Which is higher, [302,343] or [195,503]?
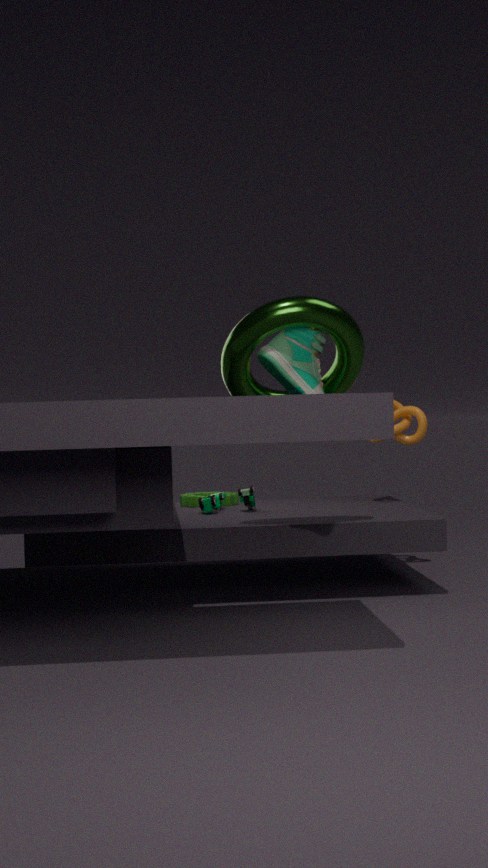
[302,343]
